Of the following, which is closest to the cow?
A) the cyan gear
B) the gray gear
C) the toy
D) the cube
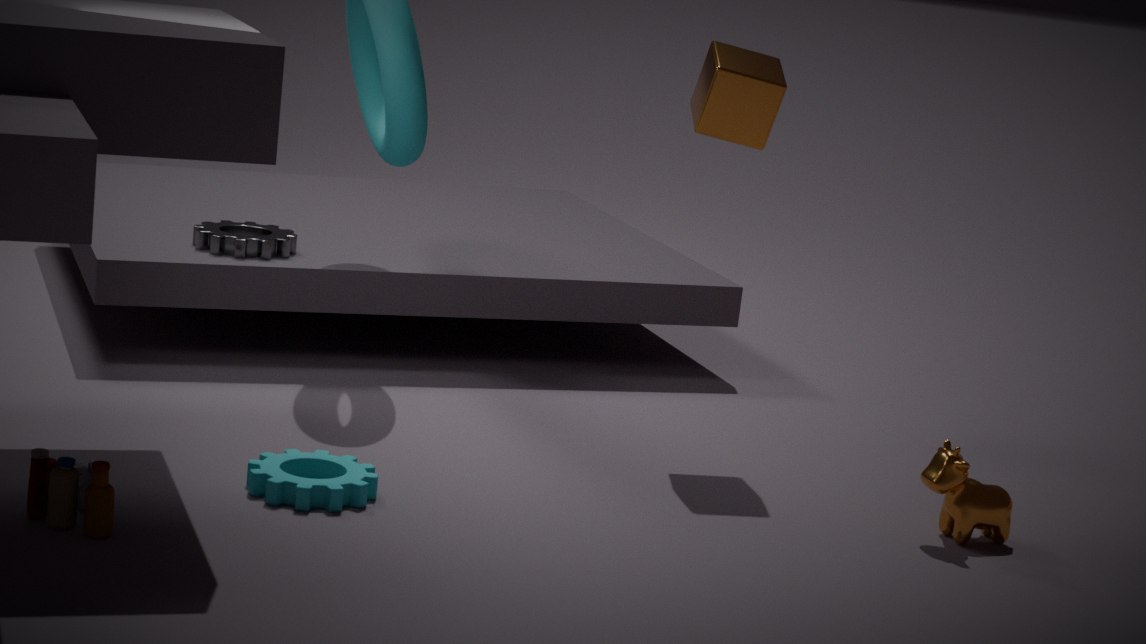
the cube
